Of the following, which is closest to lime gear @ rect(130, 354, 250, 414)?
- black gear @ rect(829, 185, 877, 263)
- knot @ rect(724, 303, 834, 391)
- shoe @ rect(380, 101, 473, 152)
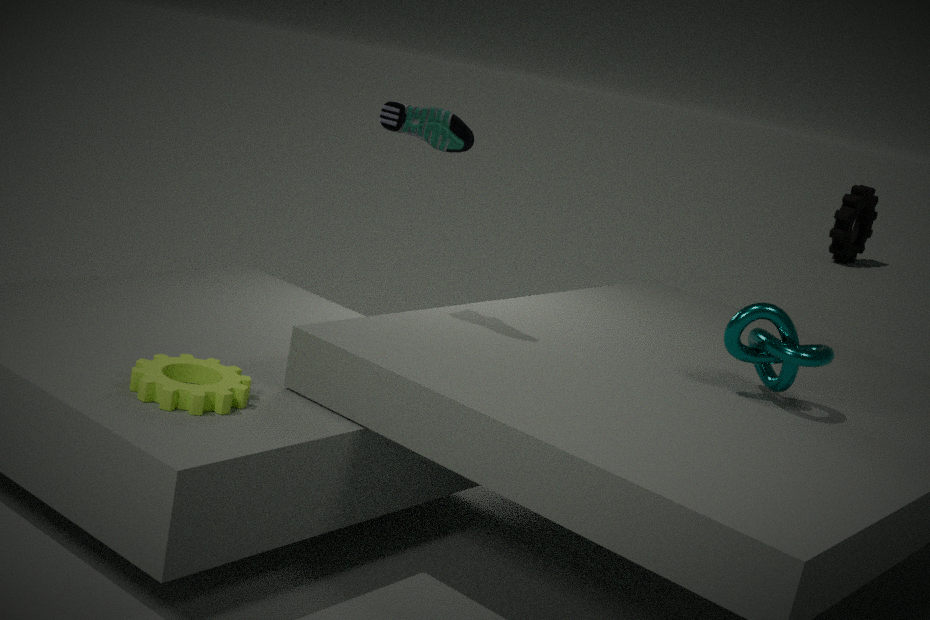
shoe @ rect(380, 101, 473, 152)
